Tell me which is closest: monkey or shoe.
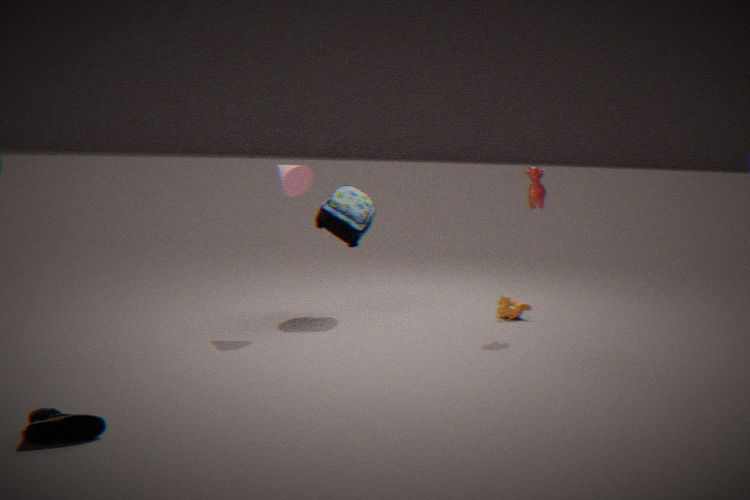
shoe
